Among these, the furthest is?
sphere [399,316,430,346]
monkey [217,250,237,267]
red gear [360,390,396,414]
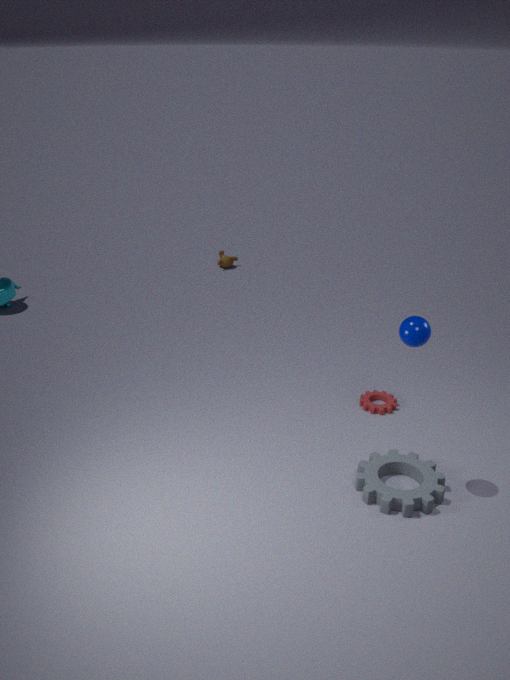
monkey [217,250,237,267]
